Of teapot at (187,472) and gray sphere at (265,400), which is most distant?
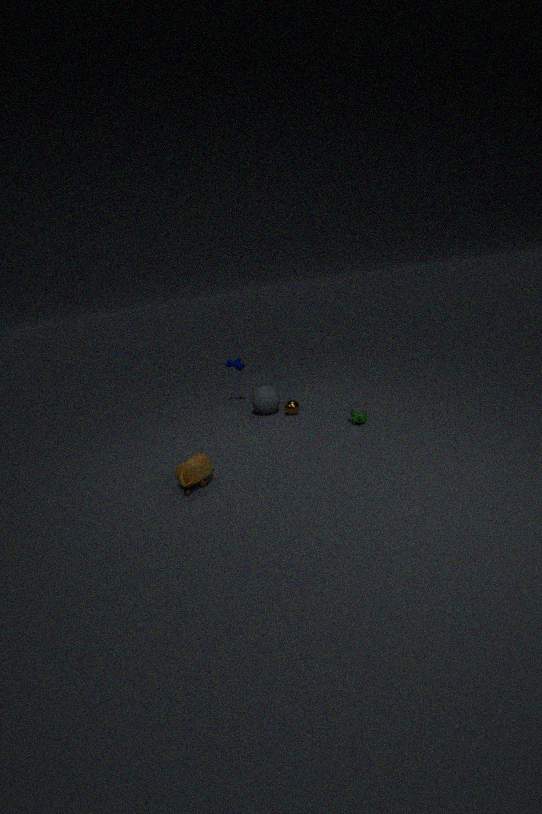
gray sphere at (265,400)
